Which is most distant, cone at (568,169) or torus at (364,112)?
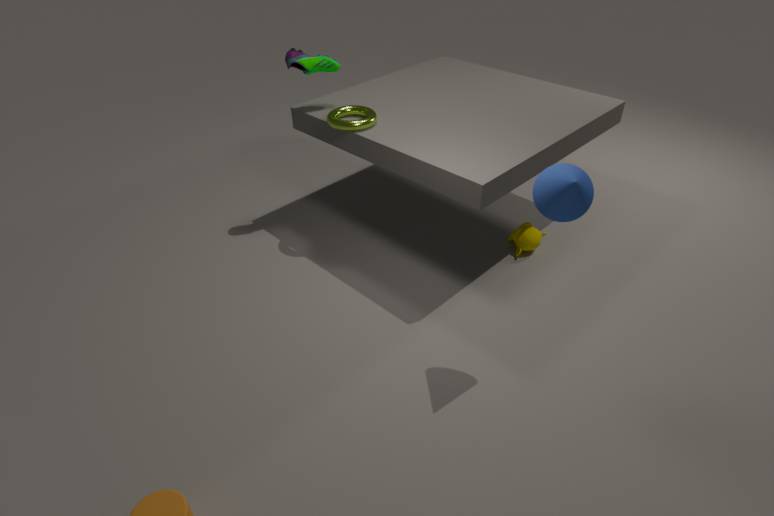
torus at (364,112)
